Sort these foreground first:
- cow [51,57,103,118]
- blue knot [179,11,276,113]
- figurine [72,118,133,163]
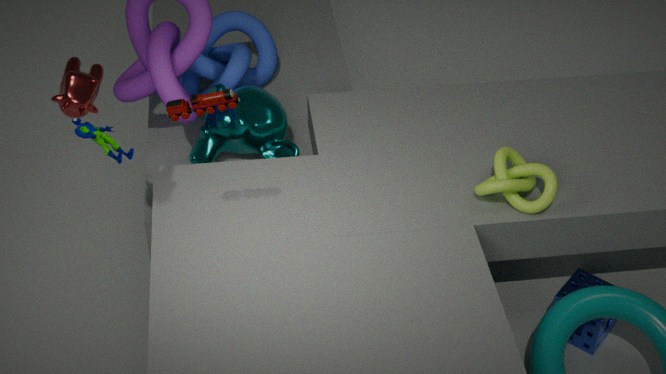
1. cow [51,57,103,118]
2. figurine [72,118,133,163]
3. blue knot [179,11,276,113]
